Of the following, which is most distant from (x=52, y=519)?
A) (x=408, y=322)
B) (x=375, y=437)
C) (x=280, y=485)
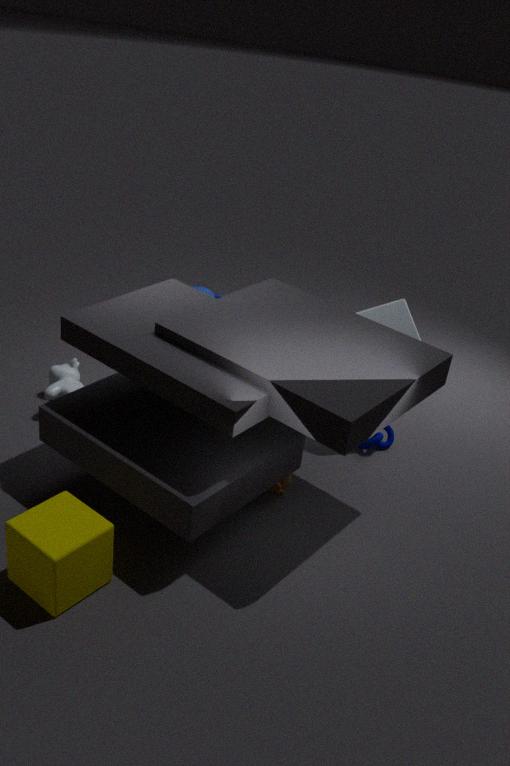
(x=408, y=322)
